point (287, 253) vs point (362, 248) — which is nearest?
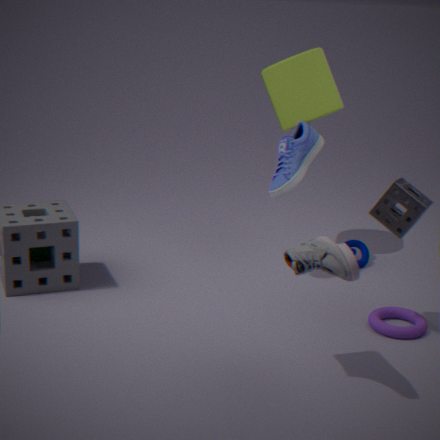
point (287, 253)
